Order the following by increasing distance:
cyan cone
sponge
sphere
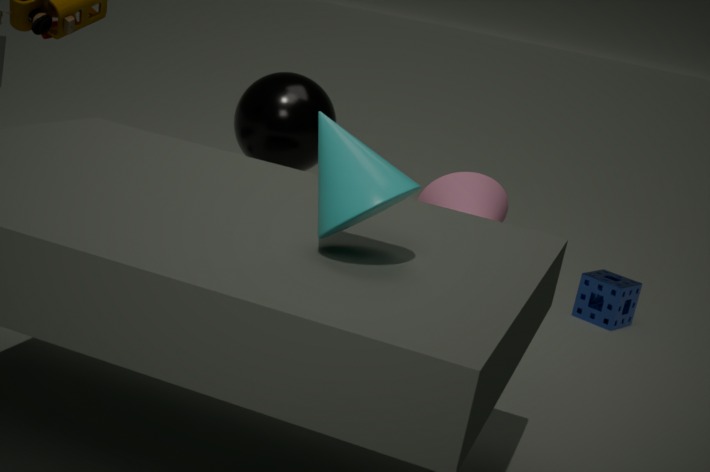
cyan cone, sphere, sponge
